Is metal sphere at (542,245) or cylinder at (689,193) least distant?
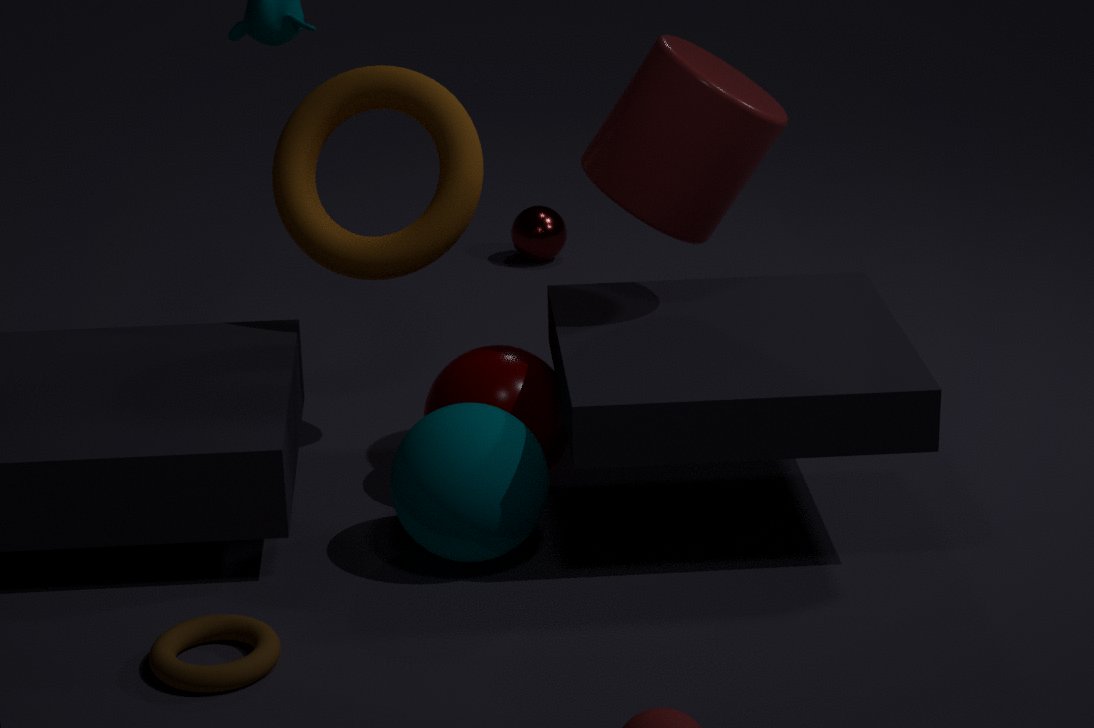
cylinder at (689,193)
